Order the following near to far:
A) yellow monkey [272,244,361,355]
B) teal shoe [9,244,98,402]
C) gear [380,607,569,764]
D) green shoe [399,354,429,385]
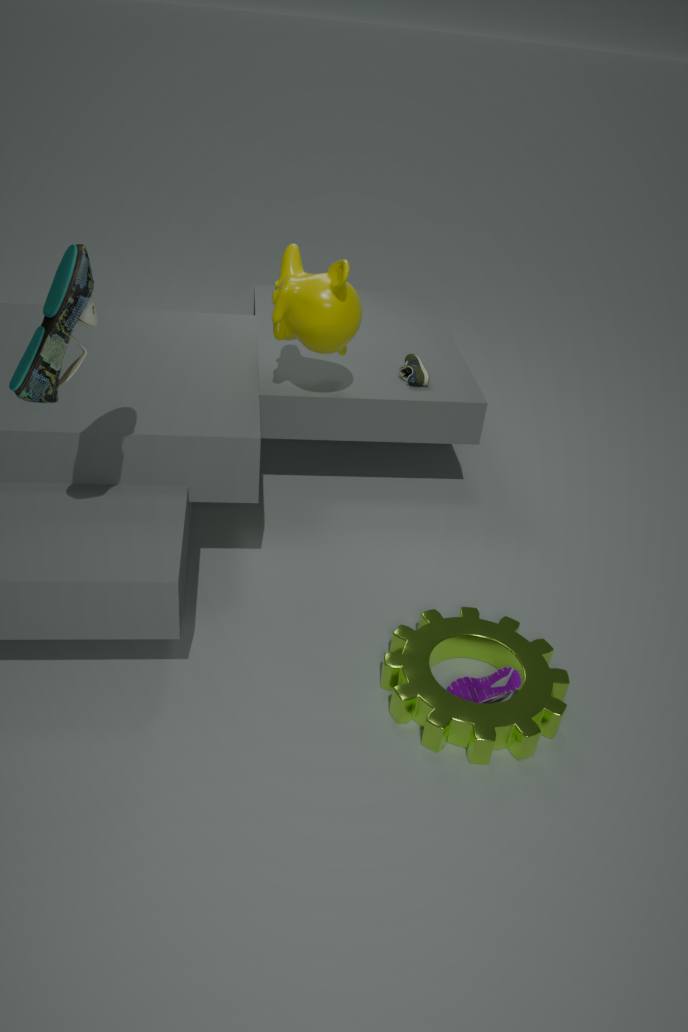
teal shoe [9,244,98,402], gear [380,607,569,764], yellow monkey [272,244,361,355], green shoe [399,354,429,385]
